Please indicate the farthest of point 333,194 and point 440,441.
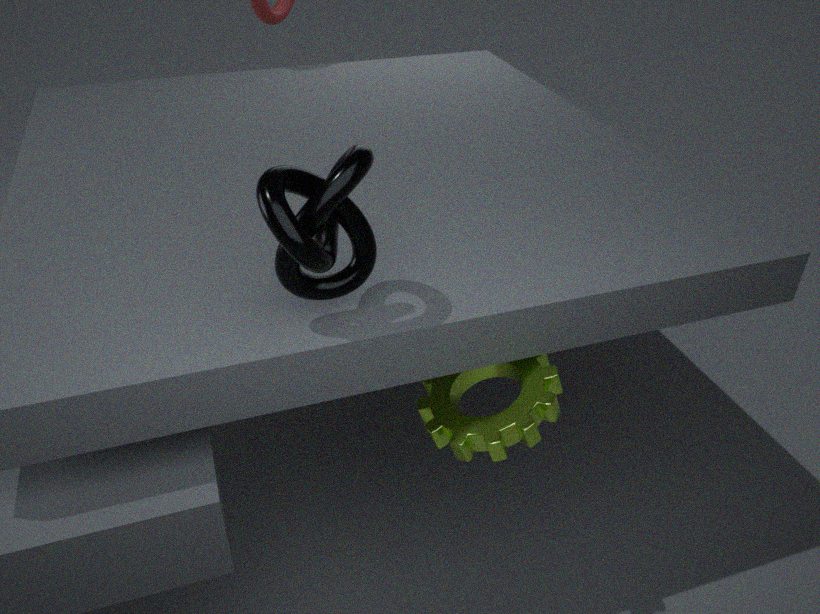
point 440,441
